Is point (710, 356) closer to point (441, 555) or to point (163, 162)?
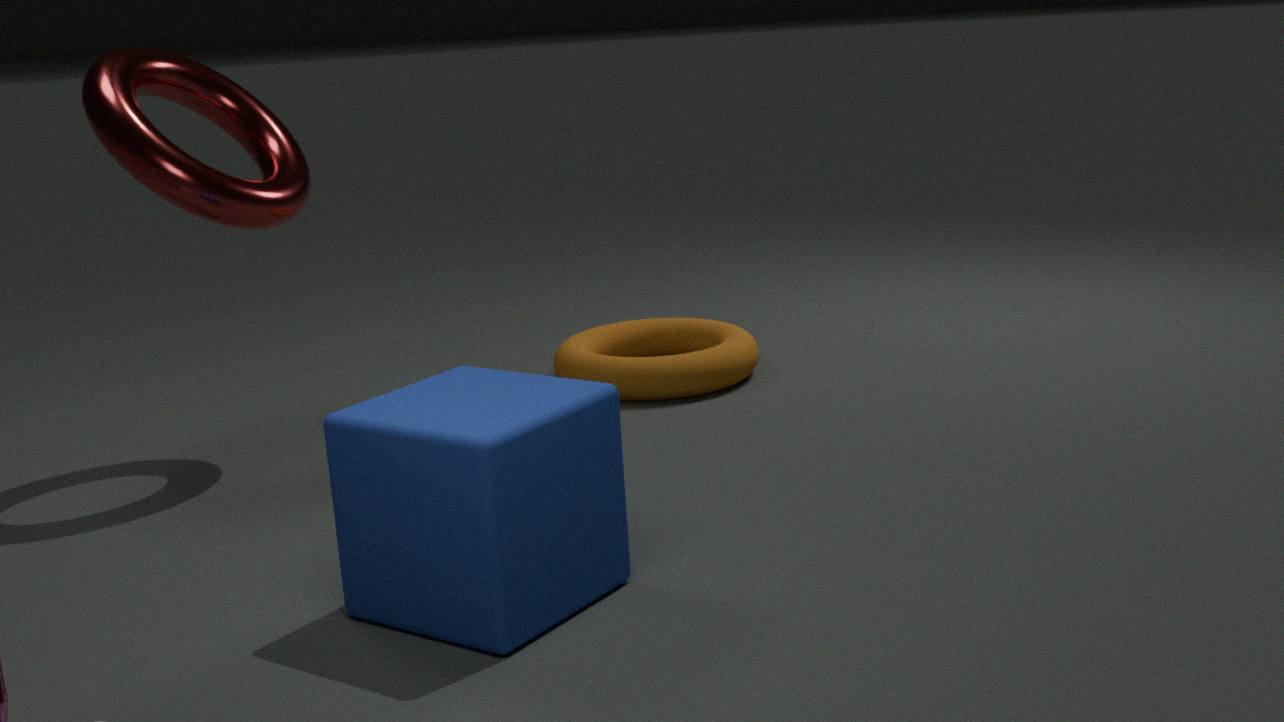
point (163, 162)
